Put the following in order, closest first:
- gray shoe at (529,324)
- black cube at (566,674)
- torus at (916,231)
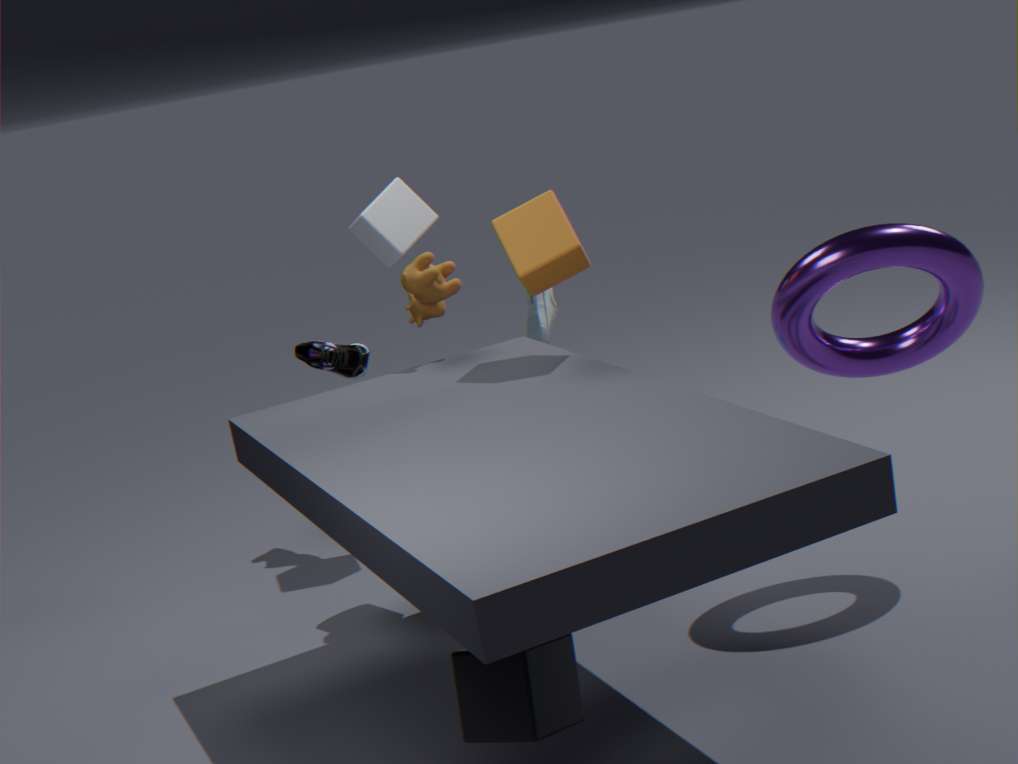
1. black cube at (566,674)
2. torus at (916,231)
3. gray shoe at (529,324)
